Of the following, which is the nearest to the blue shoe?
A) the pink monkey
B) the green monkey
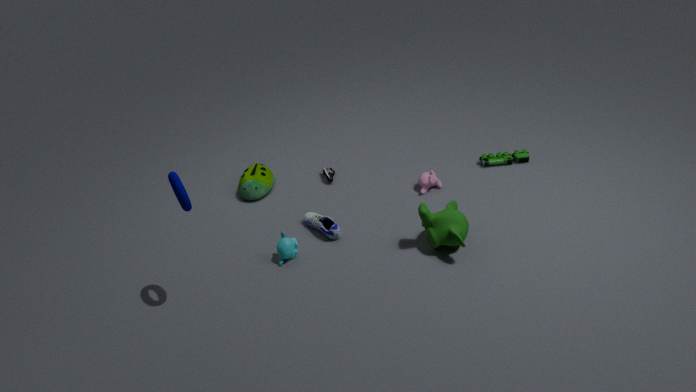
the green monkey
